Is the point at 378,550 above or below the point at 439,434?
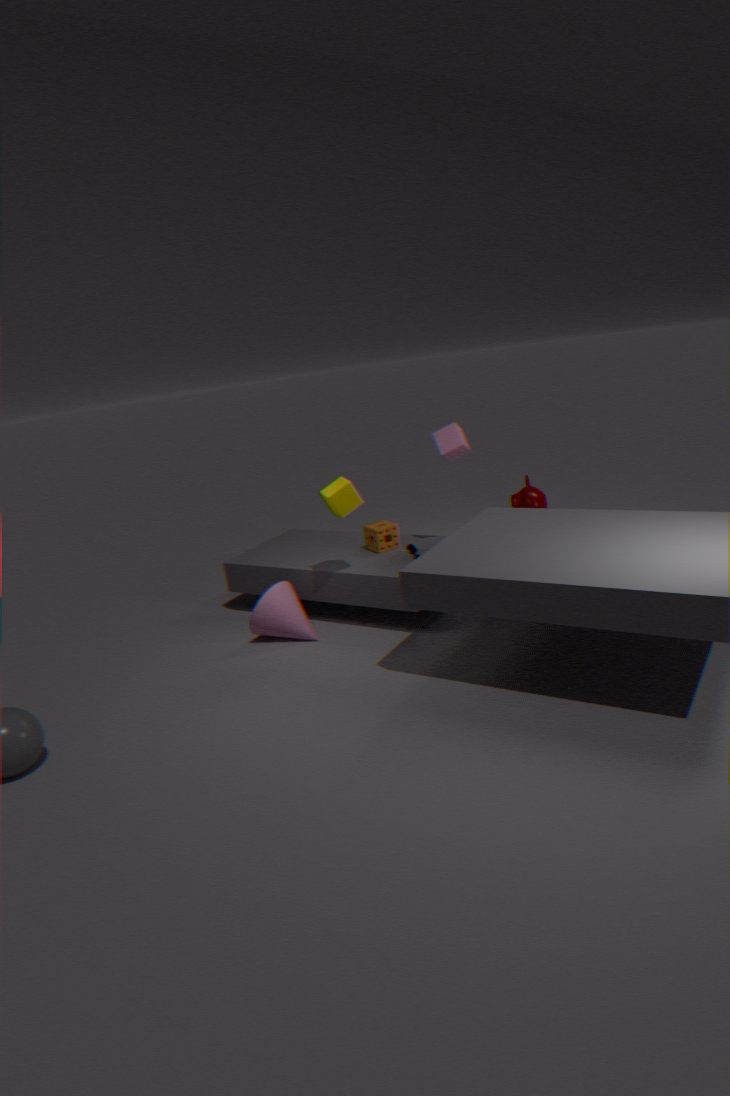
below
